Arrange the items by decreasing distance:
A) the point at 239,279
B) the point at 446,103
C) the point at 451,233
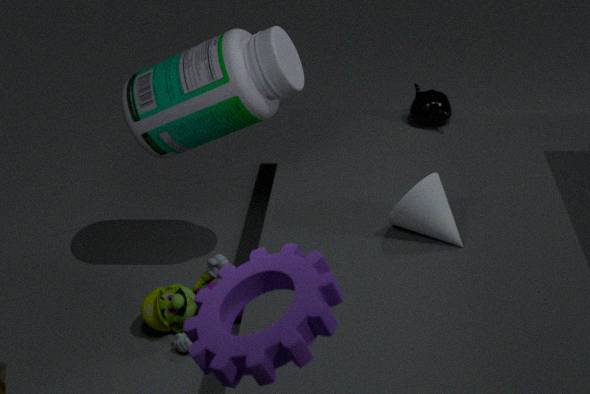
the point at 446,103 < the point at 451,233 < the point at 239,279
